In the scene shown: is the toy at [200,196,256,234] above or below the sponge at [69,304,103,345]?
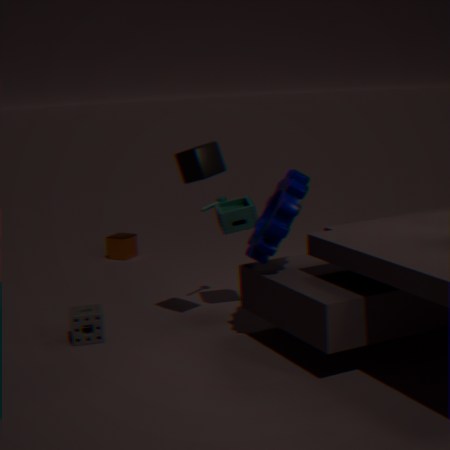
above
